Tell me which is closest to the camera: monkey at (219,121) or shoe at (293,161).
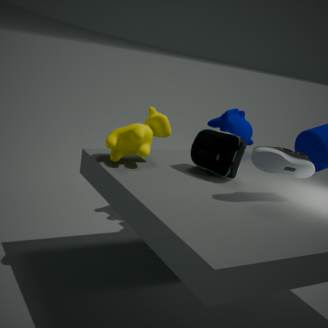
shoe at (293,161)
